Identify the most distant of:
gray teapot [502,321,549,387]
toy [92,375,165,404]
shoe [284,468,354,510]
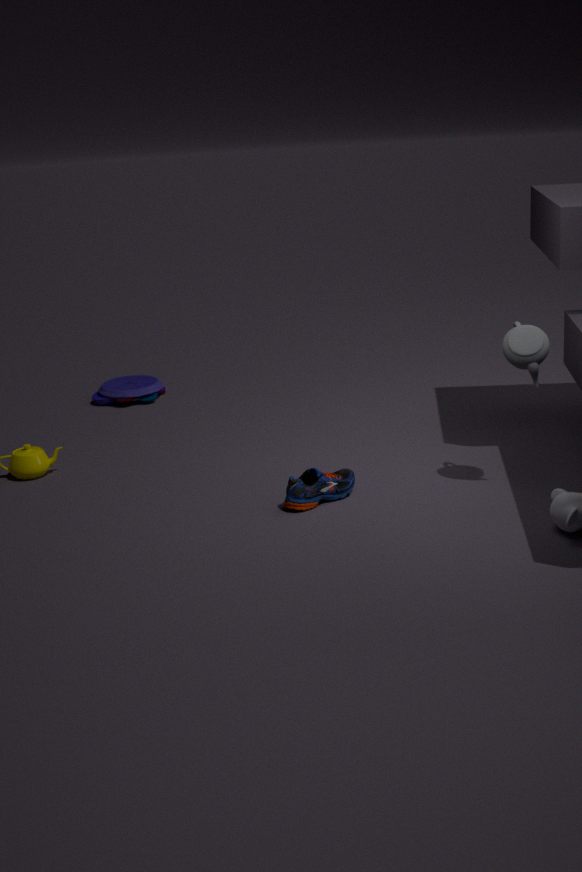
toy [92,375,165,404]
